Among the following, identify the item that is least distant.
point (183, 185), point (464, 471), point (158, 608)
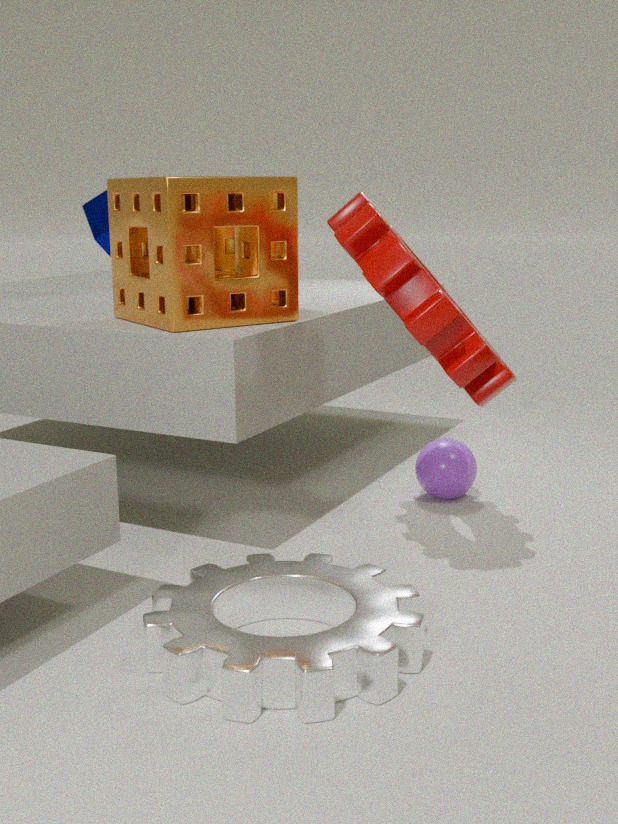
point (158, 608)
